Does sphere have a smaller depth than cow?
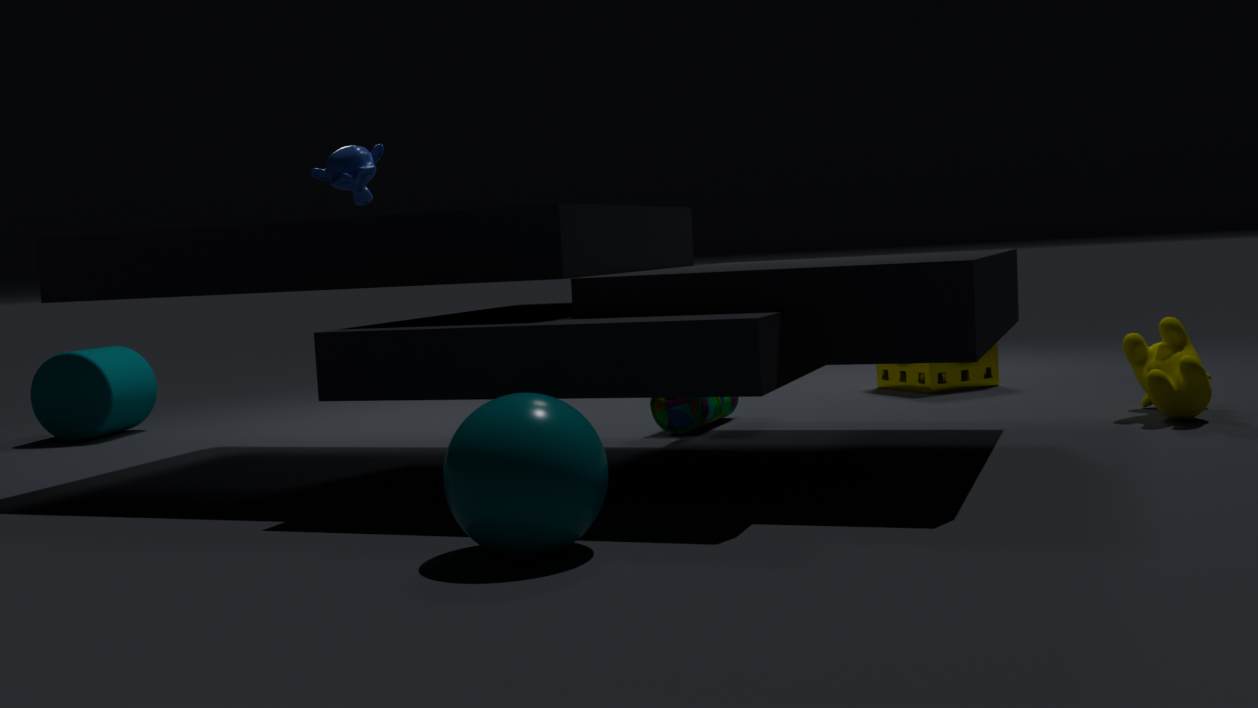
Yes
